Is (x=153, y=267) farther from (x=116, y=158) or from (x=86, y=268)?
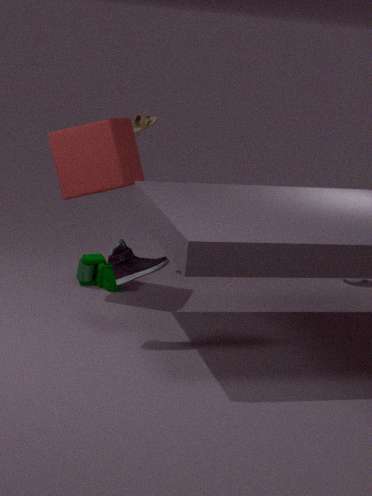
(x=86, y=268)
